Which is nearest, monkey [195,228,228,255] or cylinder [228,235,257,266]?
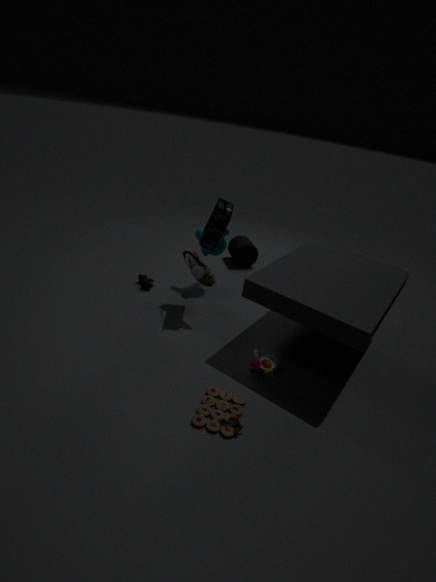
monkey [195,228,228,255]
